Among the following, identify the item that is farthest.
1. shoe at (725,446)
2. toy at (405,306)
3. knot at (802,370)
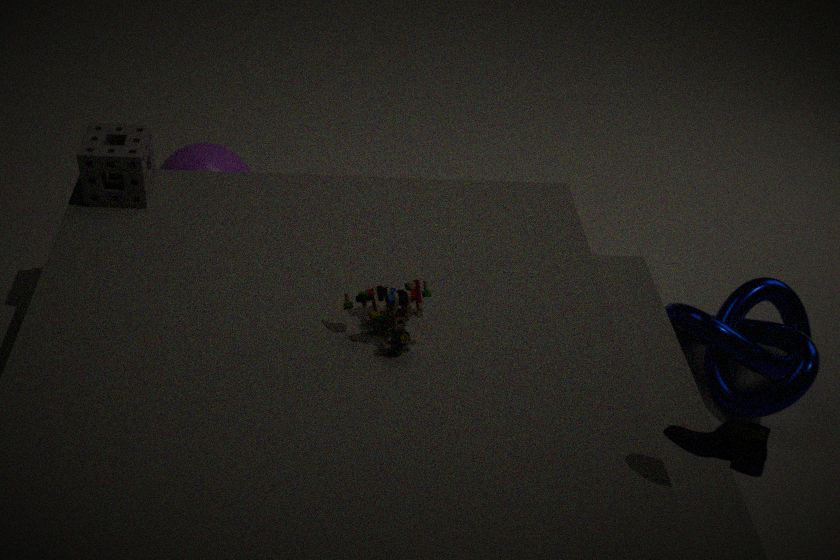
knot at (802,370)
